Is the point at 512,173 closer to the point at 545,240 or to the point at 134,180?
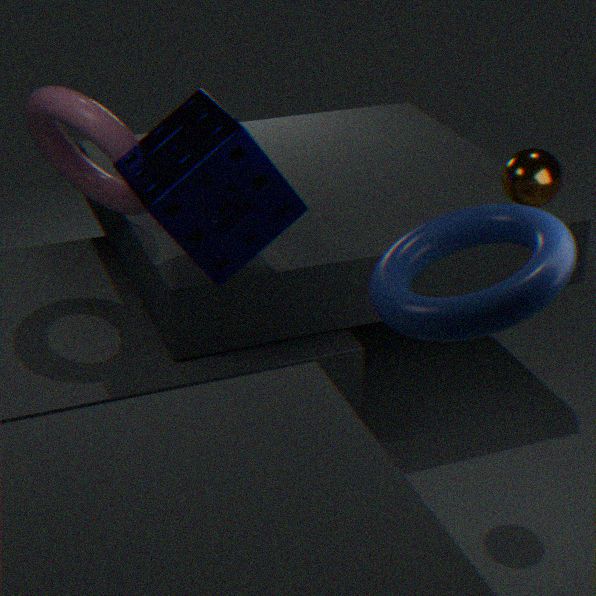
the point at 545,240
